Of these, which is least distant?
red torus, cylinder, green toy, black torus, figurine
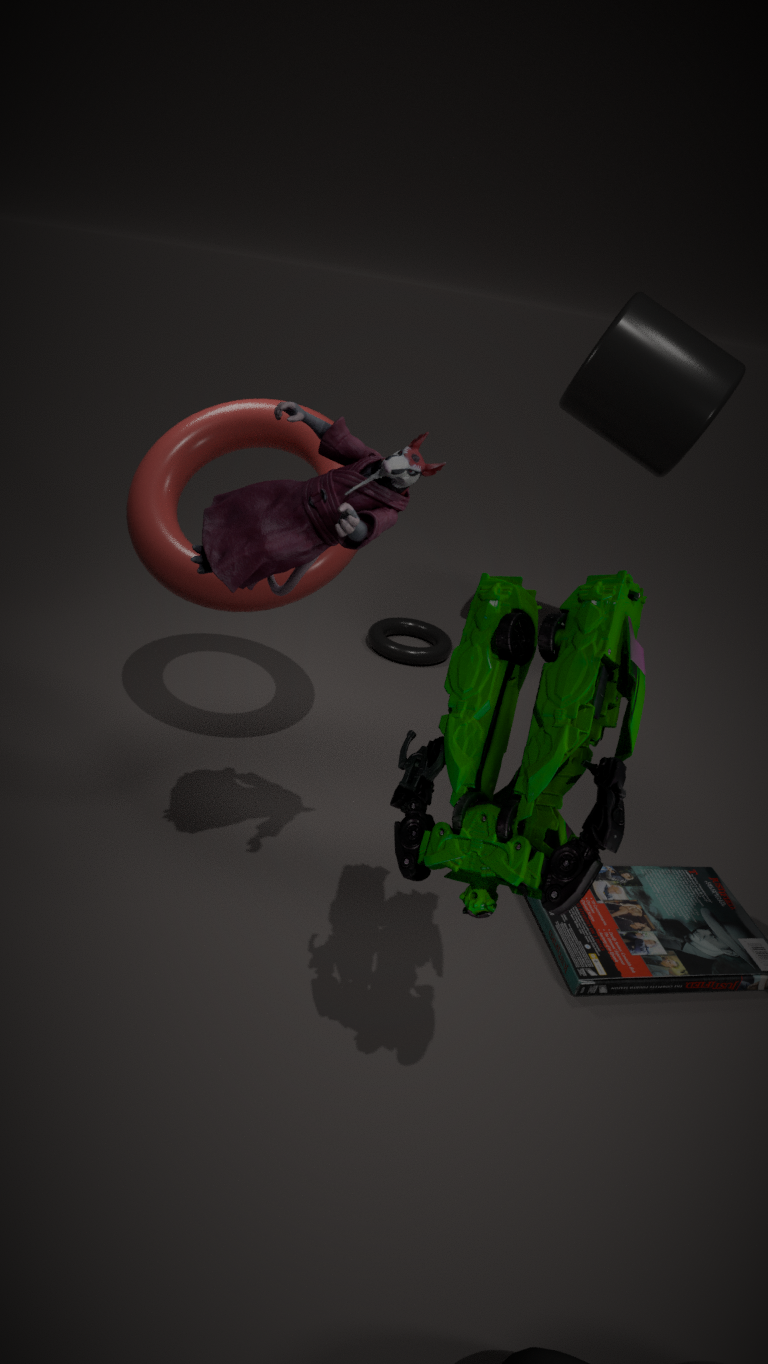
green toy
